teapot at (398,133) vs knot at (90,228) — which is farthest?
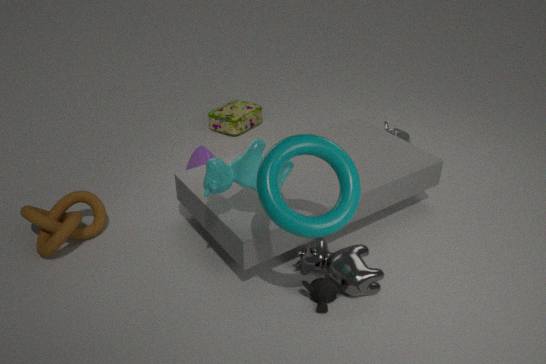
teapot at (398,133)
